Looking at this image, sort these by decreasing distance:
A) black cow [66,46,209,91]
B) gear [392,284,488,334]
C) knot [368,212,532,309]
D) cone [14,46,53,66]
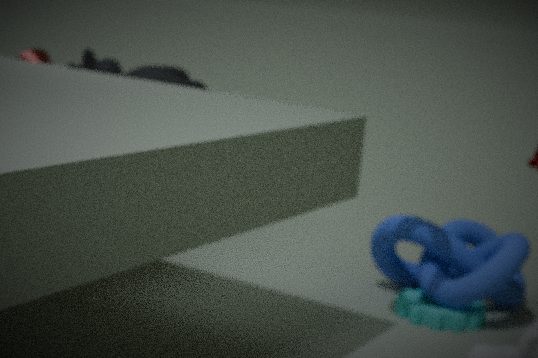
black cow [66,46,209,91]
cone [14,46,53,66]
gear [392,284,488,334]
knot [368,212,532,309]
